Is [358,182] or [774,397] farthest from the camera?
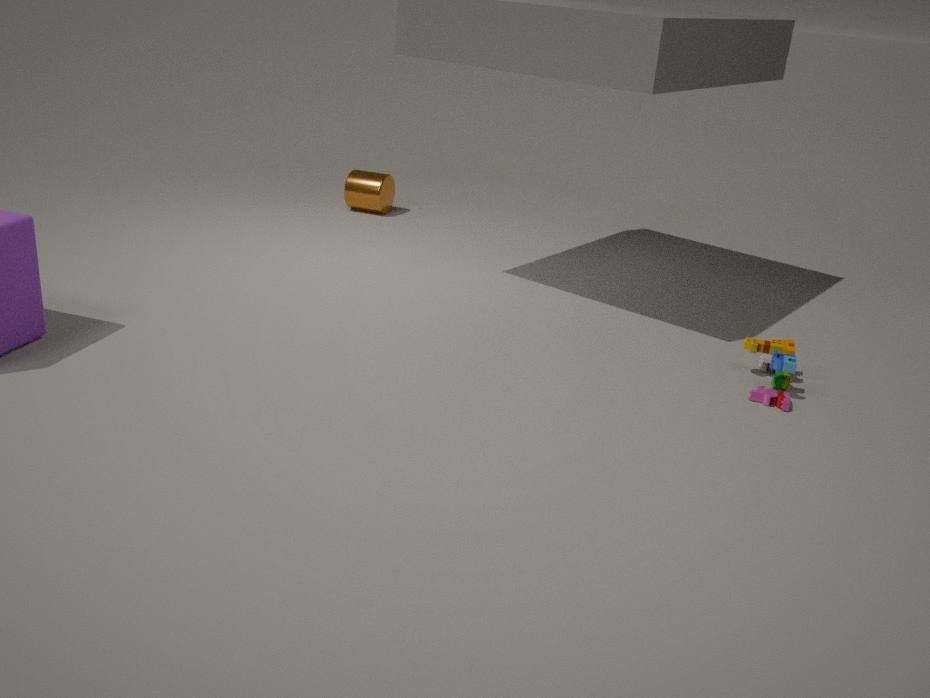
[358,182]
